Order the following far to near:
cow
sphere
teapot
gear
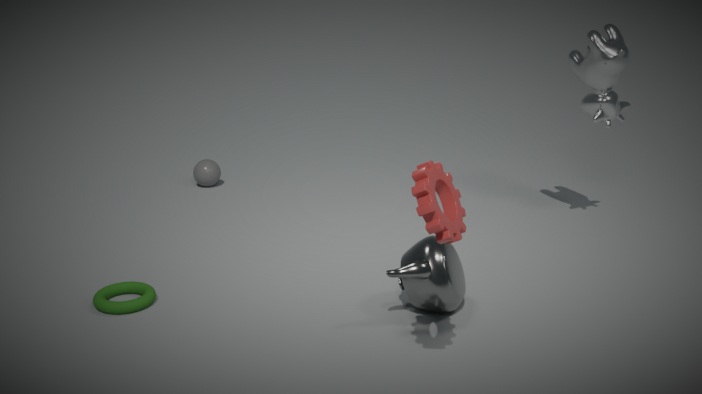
1. sphere
2. cow
3. teapot
4. gear
